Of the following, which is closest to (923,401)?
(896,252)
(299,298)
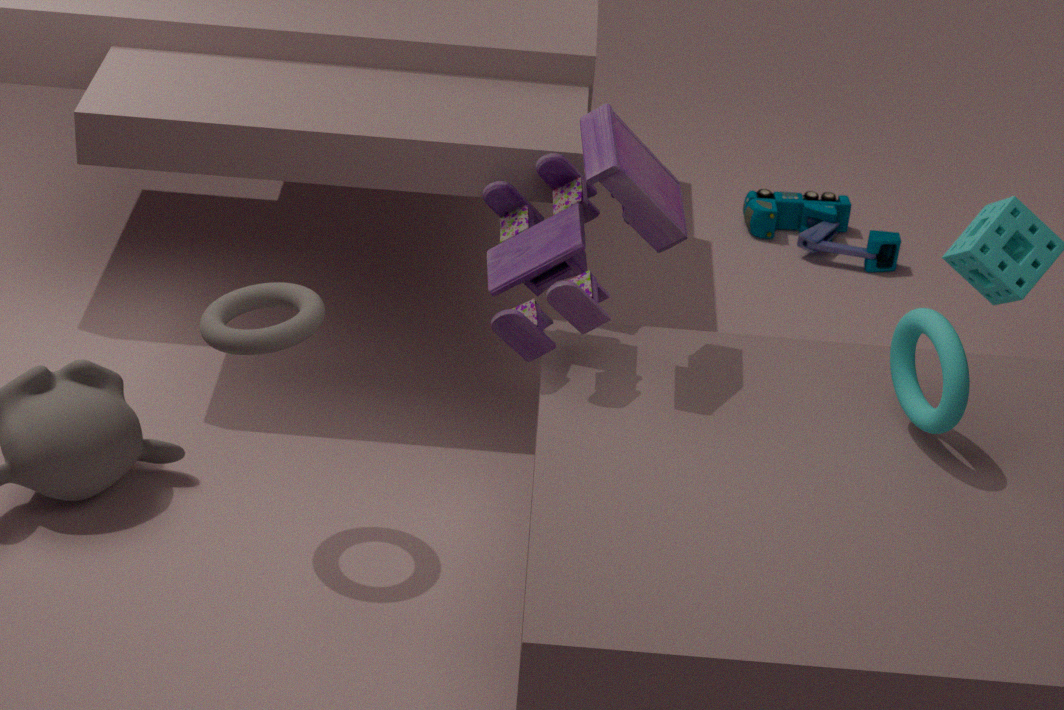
(299,298)
